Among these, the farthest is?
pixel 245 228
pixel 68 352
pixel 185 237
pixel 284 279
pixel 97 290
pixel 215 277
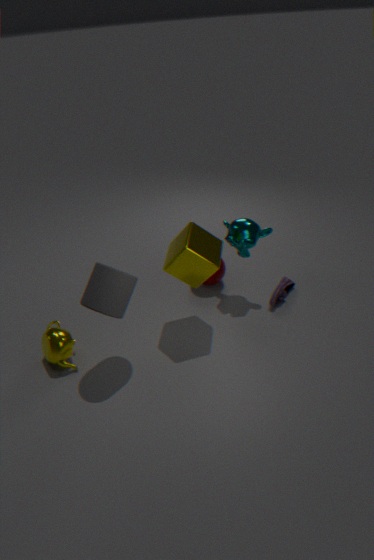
pixel 284 279
